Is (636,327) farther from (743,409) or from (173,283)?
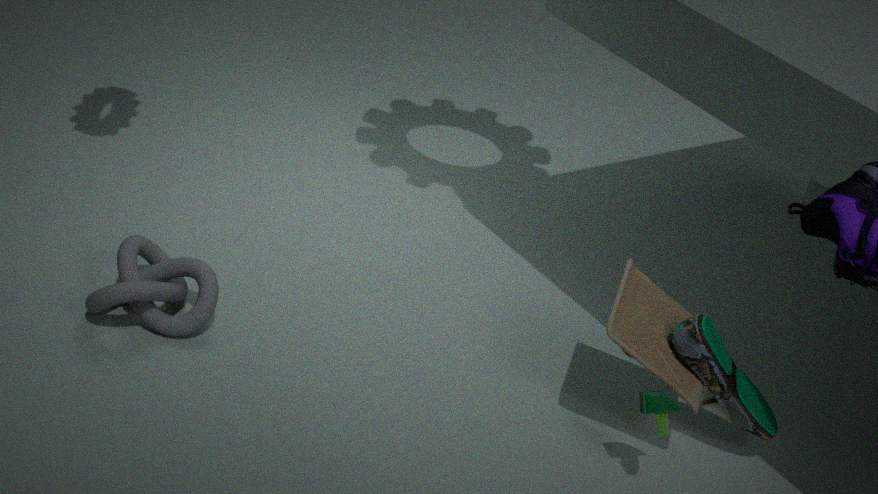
(173,283)
